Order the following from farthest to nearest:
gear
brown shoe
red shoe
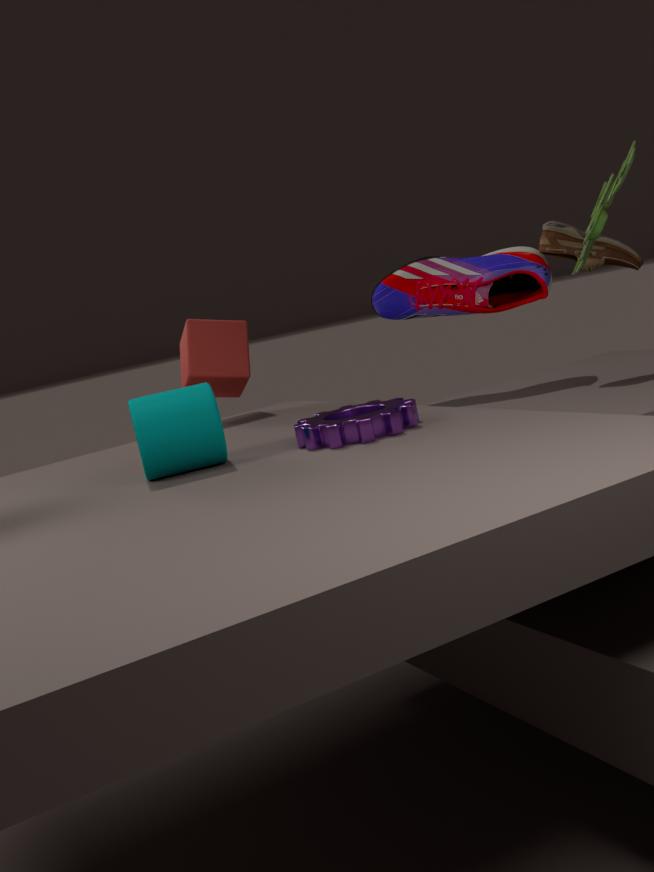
red shoe → brown shoe → gear
